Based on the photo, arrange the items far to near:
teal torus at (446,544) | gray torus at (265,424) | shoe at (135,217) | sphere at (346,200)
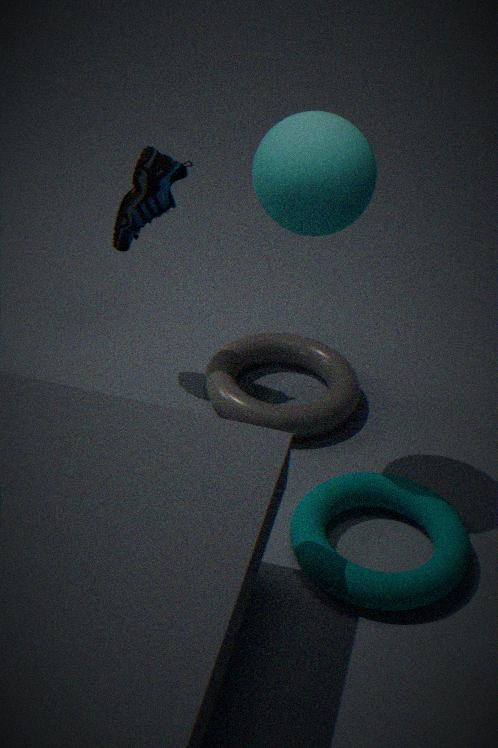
1. gray torus at (265,424)
2. shoe at (135,217)
3. teal torus at (446,544)
4. sphere at (346,200)
